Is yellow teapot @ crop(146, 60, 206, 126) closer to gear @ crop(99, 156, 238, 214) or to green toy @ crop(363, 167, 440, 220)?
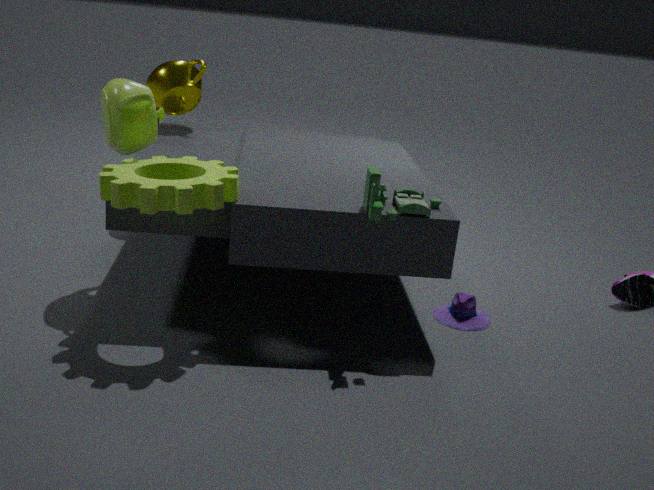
gear @ crop(99, 156, 238, 214)
